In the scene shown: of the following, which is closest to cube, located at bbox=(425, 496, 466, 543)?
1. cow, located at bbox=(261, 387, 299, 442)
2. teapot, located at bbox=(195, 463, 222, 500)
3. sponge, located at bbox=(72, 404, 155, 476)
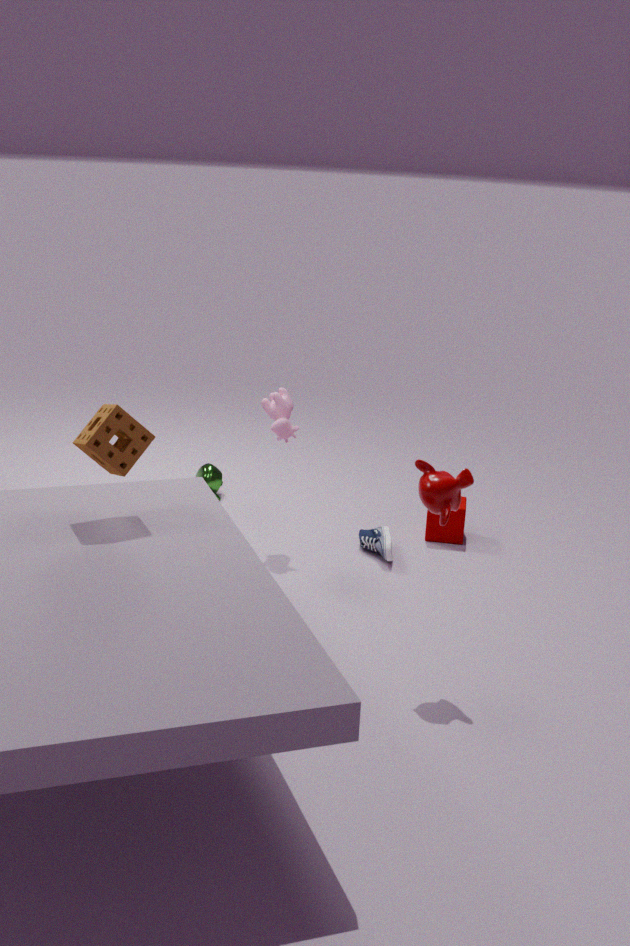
cow, located at bbox=(261, 387, 299, 442)
